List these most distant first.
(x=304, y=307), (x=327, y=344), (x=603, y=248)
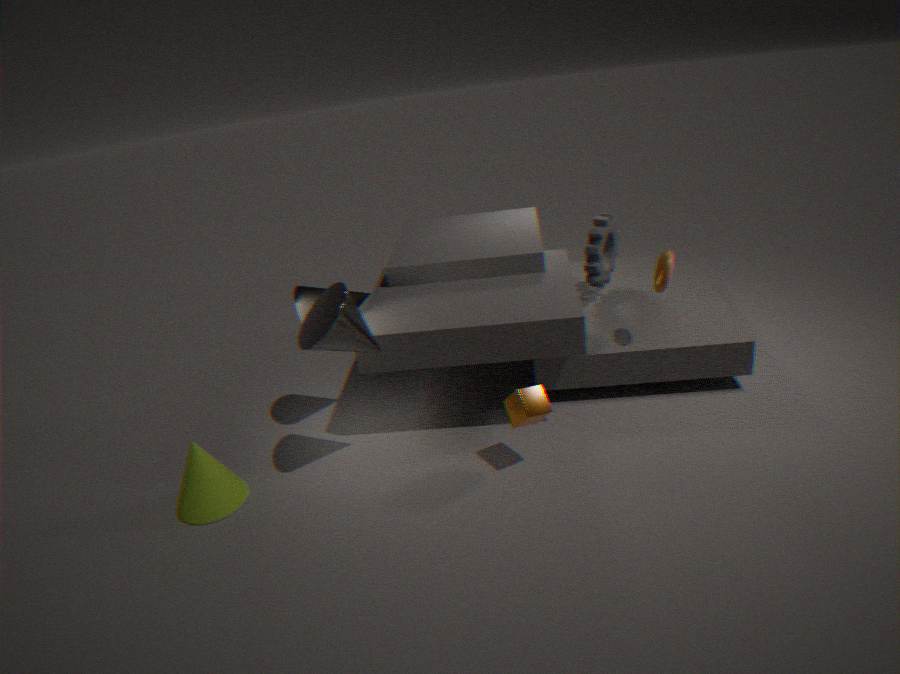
(x=603, y=248) < (x=304, y=307) < (x=327, y=344)
